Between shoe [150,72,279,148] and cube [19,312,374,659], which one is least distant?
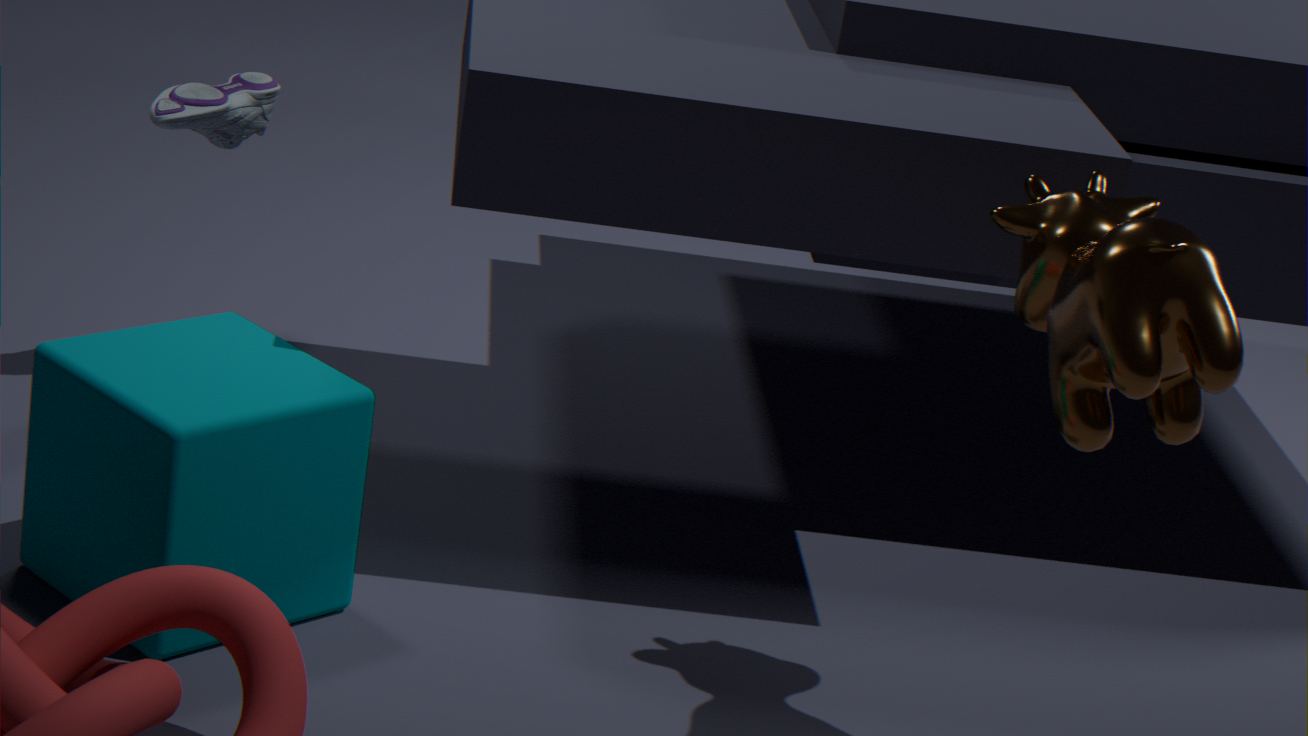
cube [19,312,374,659]
